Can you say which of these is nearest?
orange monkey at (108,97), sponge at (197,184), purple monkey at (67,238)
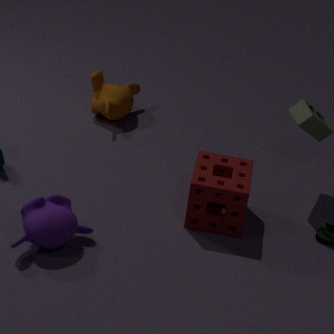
purple monkey at (67,238)
